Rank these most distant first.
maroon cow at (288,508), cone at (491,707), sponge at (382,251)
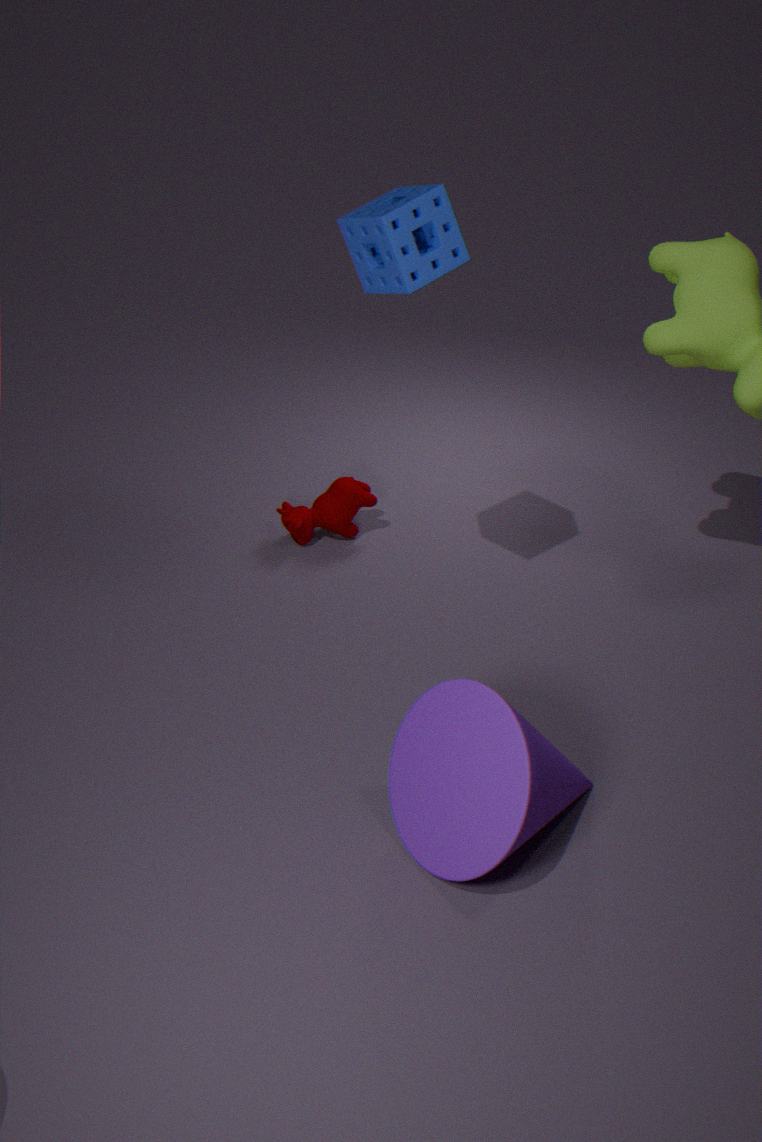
maroon cow at (288,508), sponge at (382,251), cone at (491,707)
